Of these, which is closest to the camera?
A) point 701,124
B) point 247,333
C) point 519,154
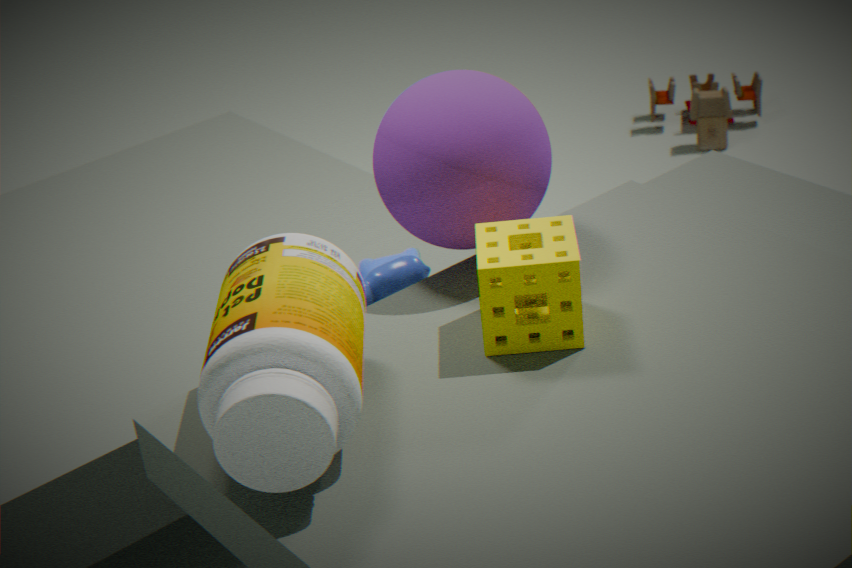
point 247,333
